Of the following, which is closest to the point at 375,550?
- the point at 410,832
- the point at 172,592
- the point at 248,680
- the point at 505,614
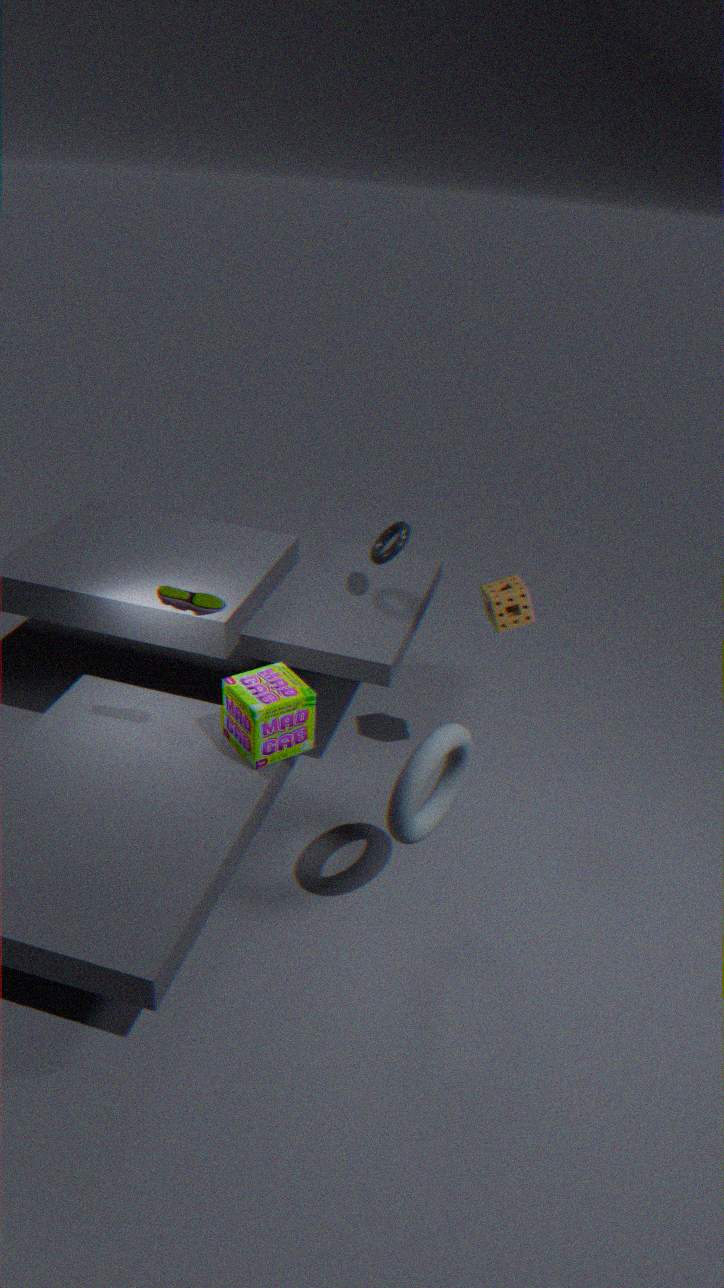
the point at 505,614
